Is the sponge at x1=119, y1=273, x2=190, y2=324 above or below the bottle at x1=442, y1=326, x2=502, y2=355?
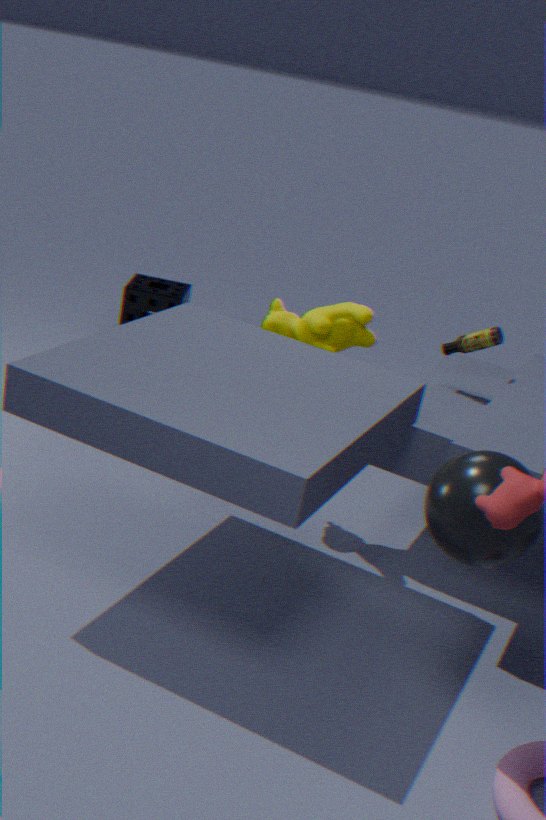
below
